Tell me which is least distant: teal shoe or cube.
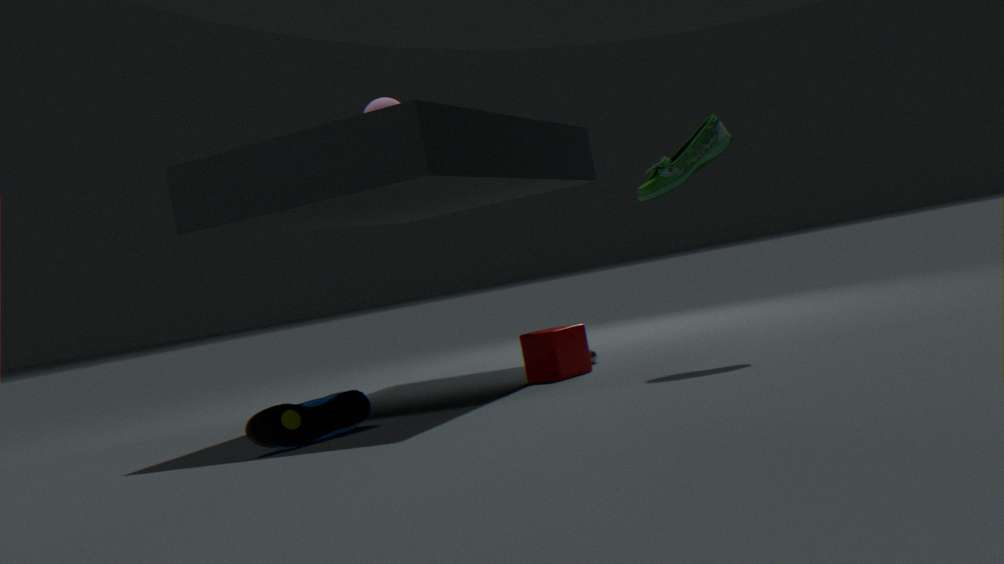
teal shoe
